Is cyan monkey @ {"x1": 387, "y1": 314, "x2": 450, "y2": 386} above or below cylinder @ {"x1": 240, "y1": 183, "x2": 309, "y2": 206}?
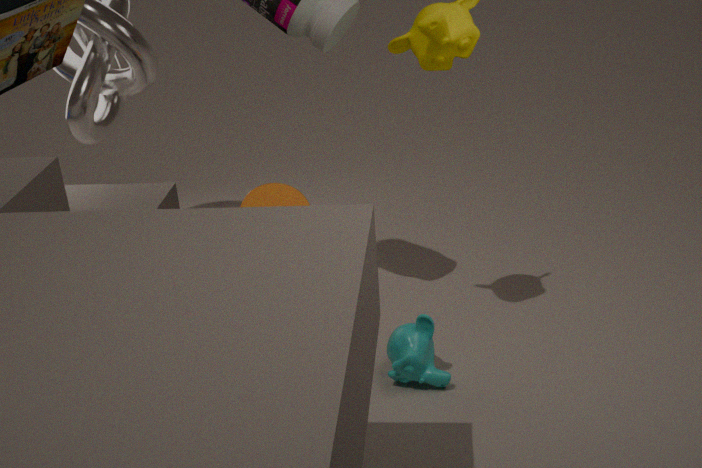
below
